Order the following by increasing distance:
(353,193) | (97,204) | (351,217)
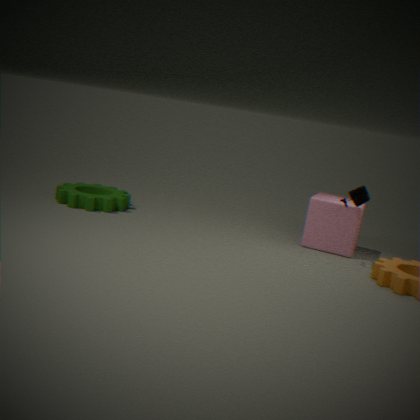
(353,193), (351,217), (97,204)
